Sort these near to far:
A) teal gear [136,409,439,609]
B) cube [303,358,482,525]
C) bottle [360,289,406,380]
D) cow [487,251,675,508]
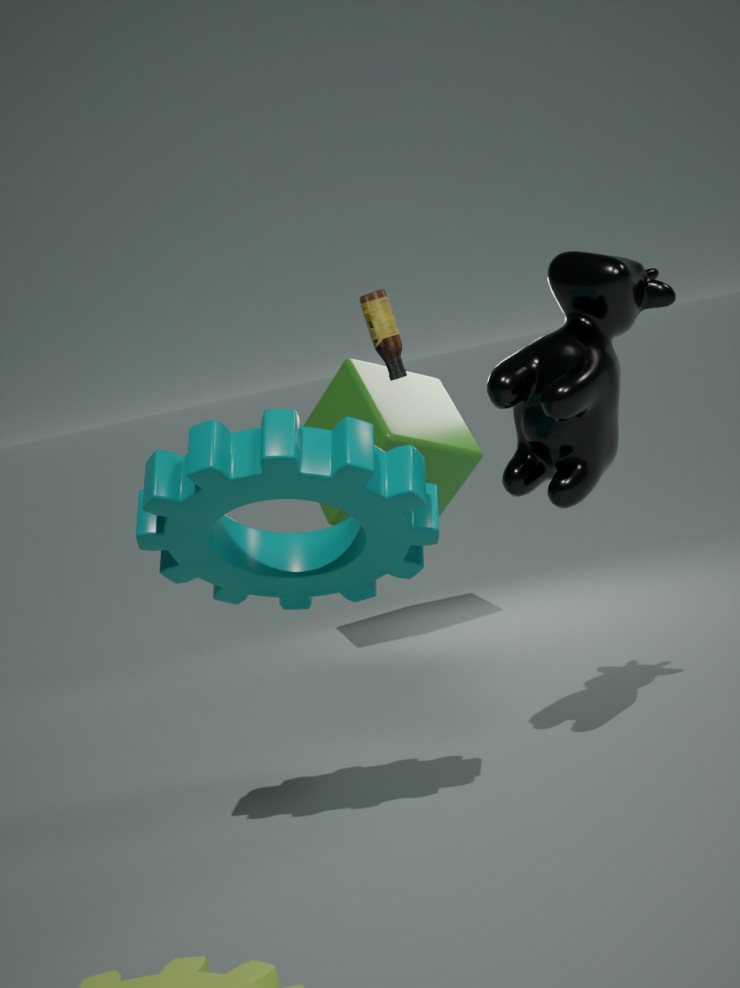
1. teal gear [136,409,439,609]
2. cow [487,251,675,508]
3. bottle [360,289,406,380]
4. cube [303,358,482,525]
